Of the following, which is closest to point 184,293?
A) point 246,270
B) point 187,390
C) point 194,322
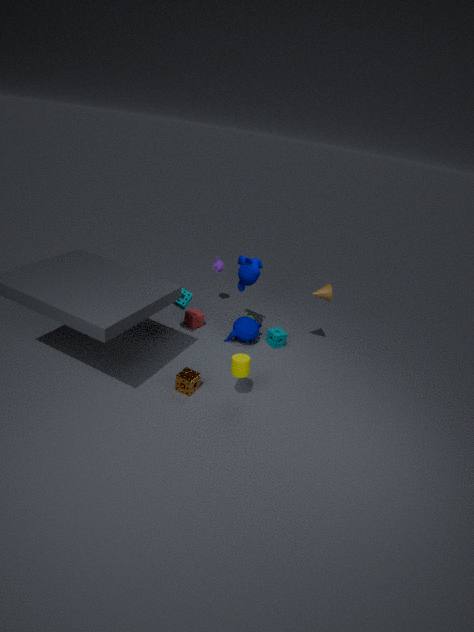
point 194,322
